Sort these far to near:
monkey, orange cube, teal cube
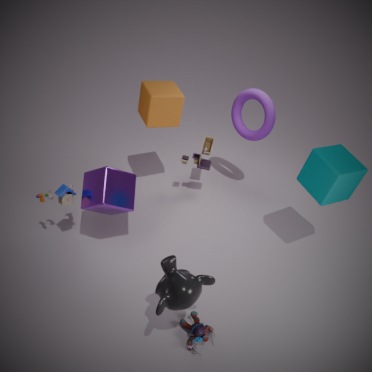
orange cube < teal cube < monkey
